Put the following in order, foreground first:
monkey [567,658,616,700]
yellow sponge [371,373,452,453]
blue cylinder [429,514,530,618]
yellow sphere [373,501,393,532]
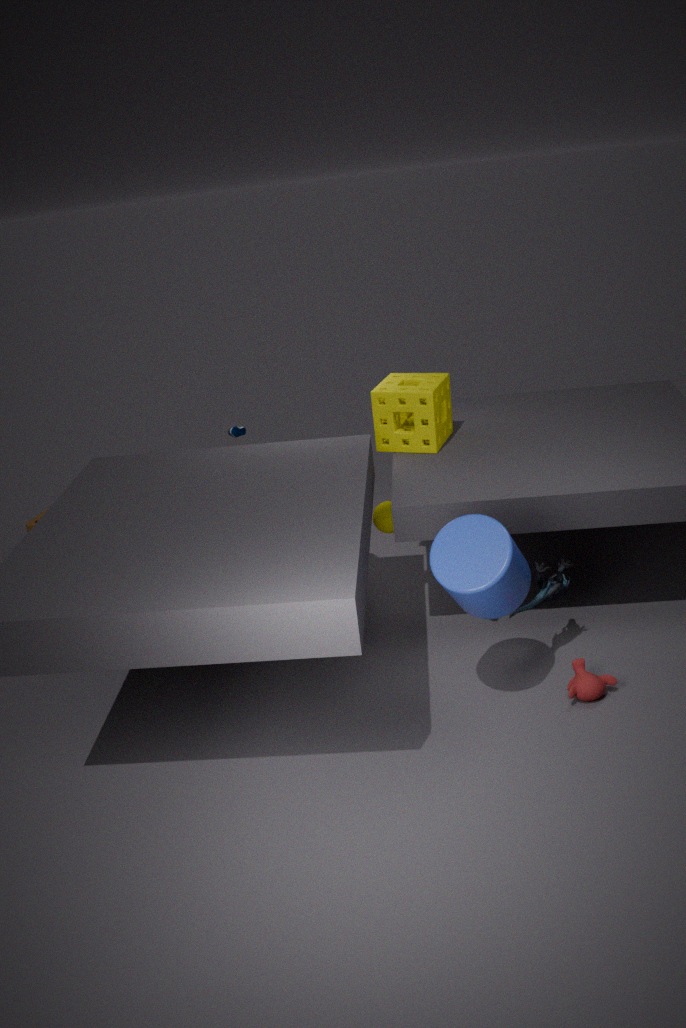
blue cylinder [429,514,530,618] < monkey [567,658,616,700] < yellow sphere [373,501,393,532] < yellow sponge [371,373,452,453]
